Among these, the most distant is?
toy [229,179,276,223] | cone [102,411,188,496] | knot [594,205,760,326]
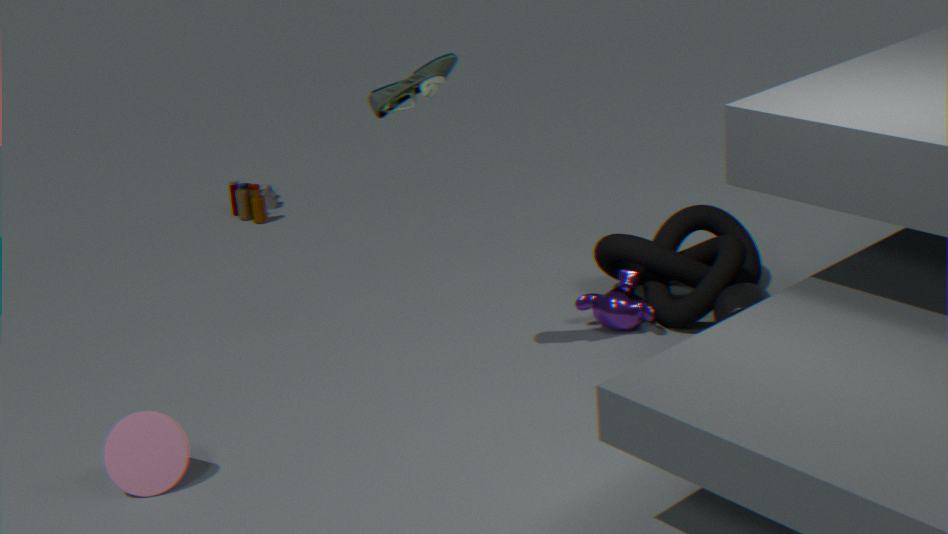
toy [229,179,276,223]
